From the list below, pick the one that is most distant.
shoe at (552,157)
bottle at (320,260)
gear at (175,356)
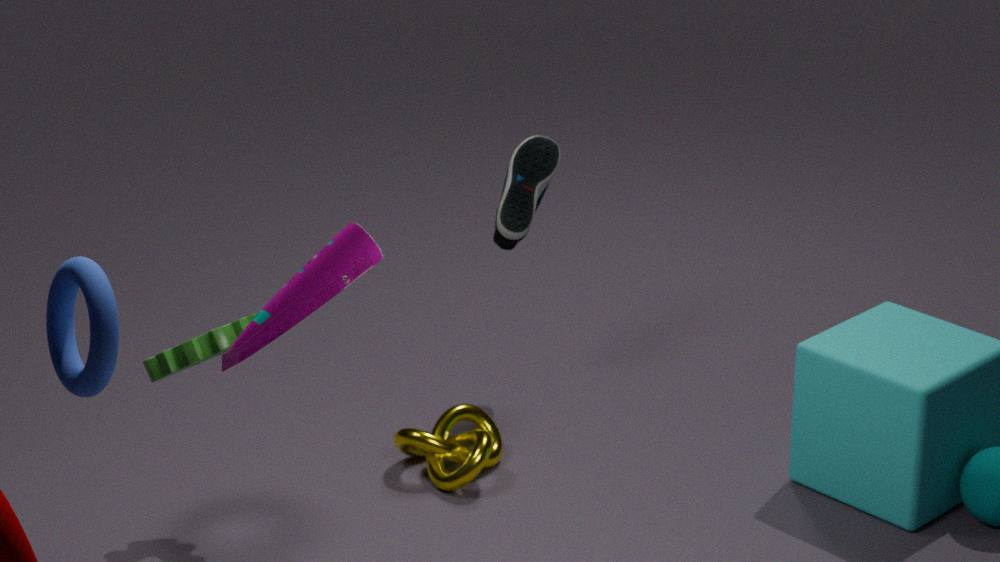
shoe at (552,157)
